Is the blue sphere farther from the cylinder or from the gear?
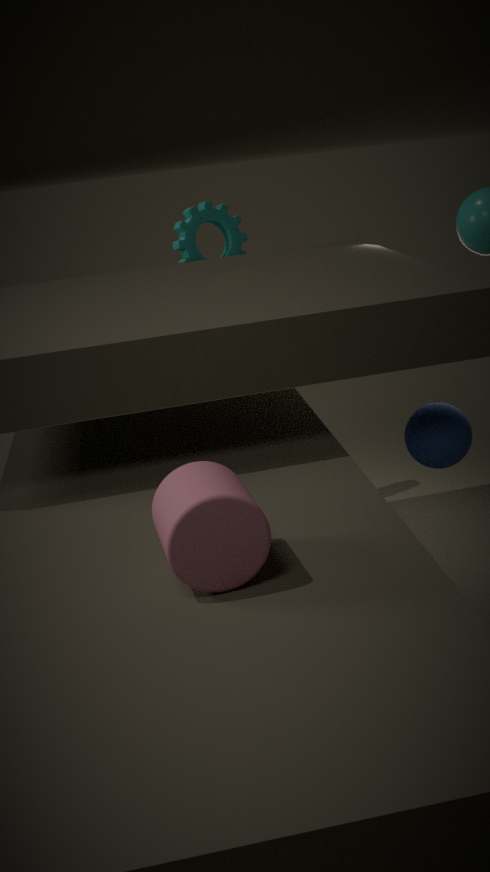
the gear
